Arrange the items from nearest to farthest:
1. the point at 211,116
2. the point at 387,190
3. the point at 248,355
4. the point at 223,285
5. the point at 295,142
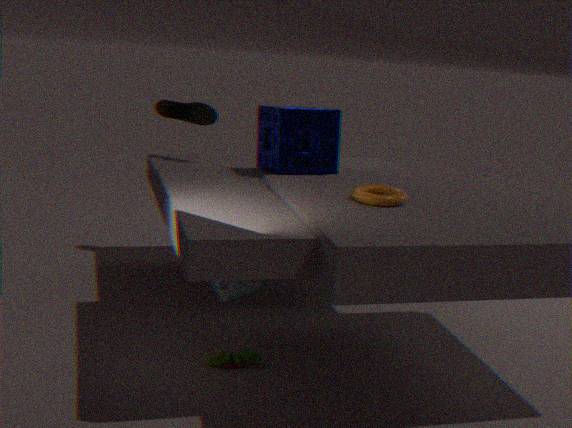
the point at 387,190 → the point at 223,285 → the point at 248,355 → the point at 295,142 → the point at 211,116
